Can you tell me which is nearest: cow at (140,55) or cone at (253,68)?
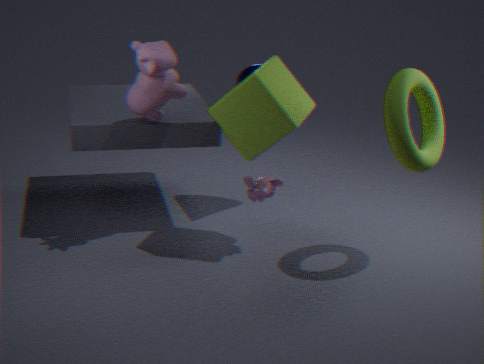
cow at (140,55)
